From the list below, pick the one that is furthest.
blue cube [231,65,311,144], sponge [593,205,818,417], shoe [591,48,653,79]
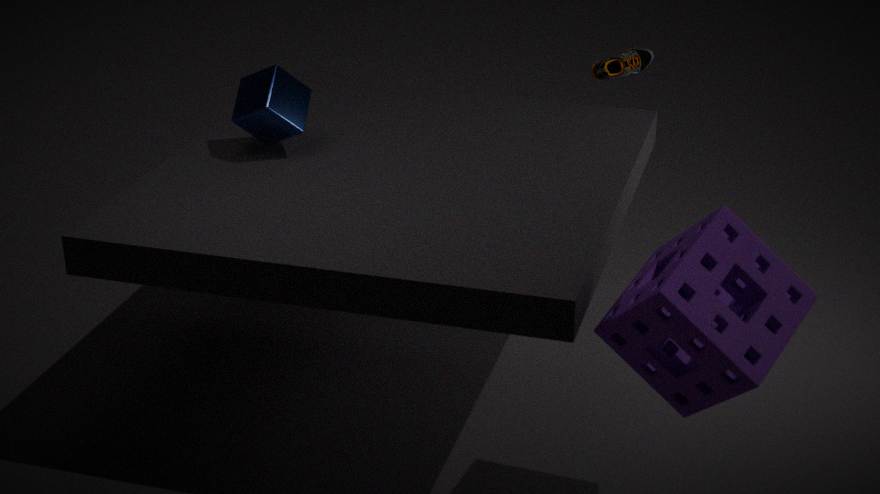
shoe [591,48,653,79]
